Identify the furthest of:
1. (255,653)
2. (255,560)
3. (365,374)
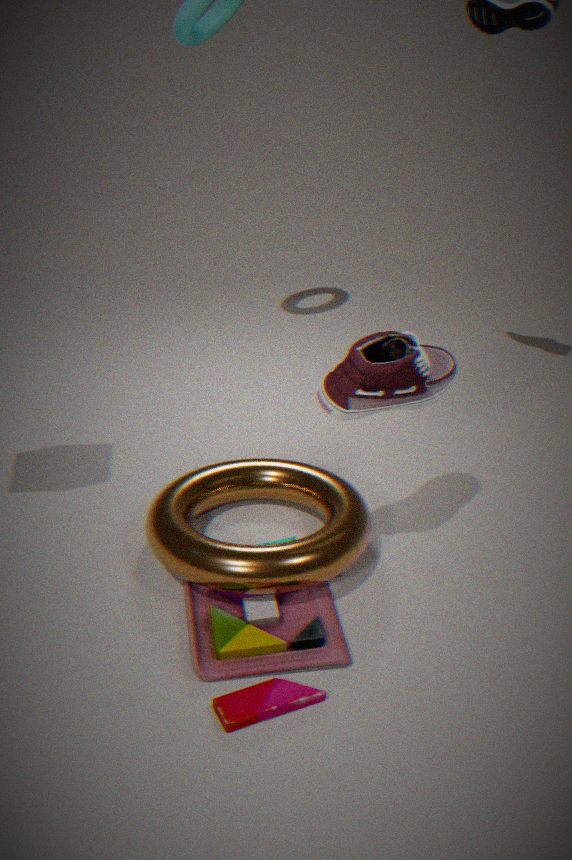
(255,560)
